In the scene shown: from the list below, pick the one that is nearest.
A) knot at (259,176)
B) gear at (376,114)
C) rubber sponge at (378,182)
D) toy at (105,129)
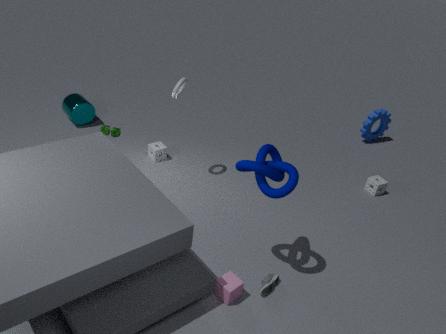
knot at (259,176)
